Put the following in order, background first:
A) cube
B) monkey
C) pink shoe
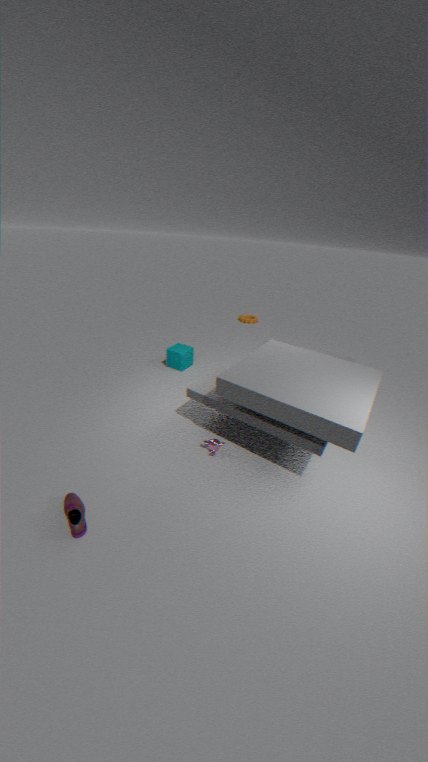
1. cube
2. monkey
3. pink shoe
